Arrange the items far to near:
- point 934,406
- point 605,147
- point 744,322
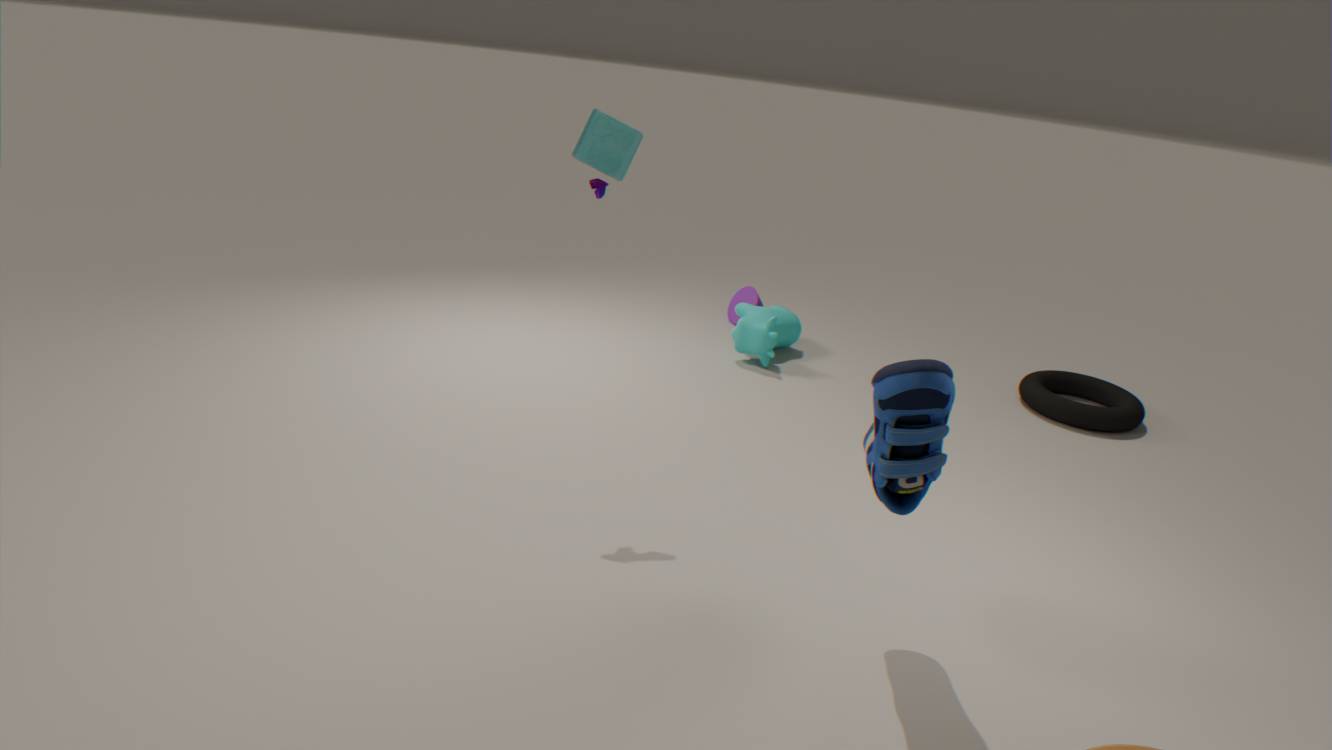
point 744,322
point 605,147
point 934,406
